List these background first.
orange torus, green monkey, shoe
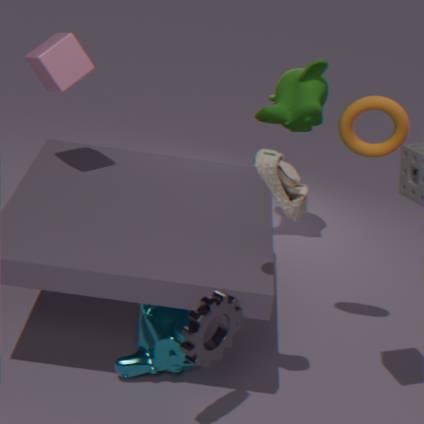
green monkey < orange torus < shoe
